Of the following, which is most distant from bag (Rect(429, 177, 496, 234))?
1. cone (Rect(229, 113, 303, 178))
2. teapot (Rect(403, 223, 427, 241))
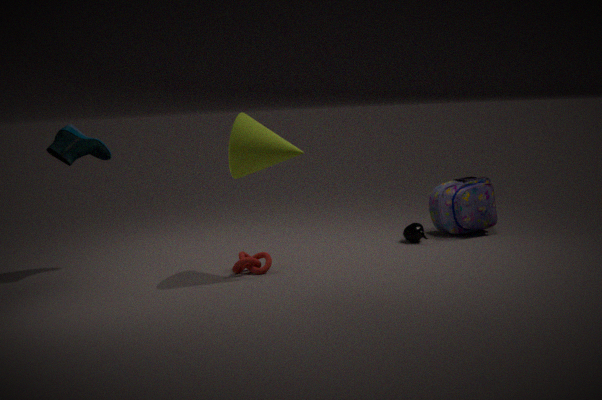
cone (Rect(229, 113, 303, 178))
